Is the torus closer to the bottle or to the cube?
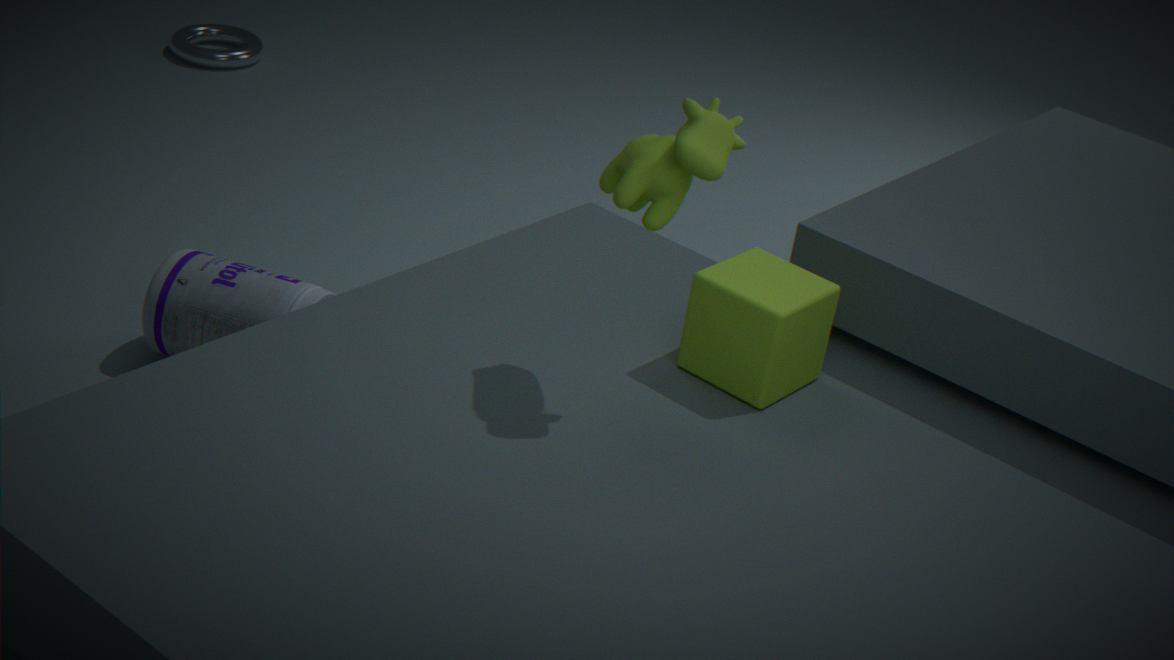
the bottle
